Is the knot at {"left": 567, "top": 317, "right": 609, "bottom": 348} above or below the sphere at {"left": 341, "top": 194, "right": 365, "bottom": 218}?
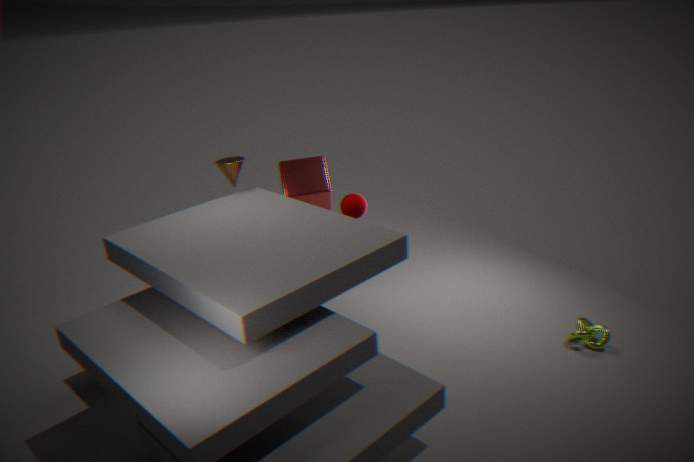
below
